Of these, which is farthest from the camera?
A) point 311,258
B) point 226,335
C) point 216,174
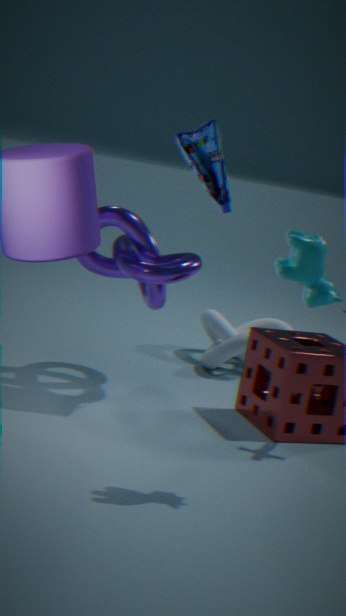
point 226,335
